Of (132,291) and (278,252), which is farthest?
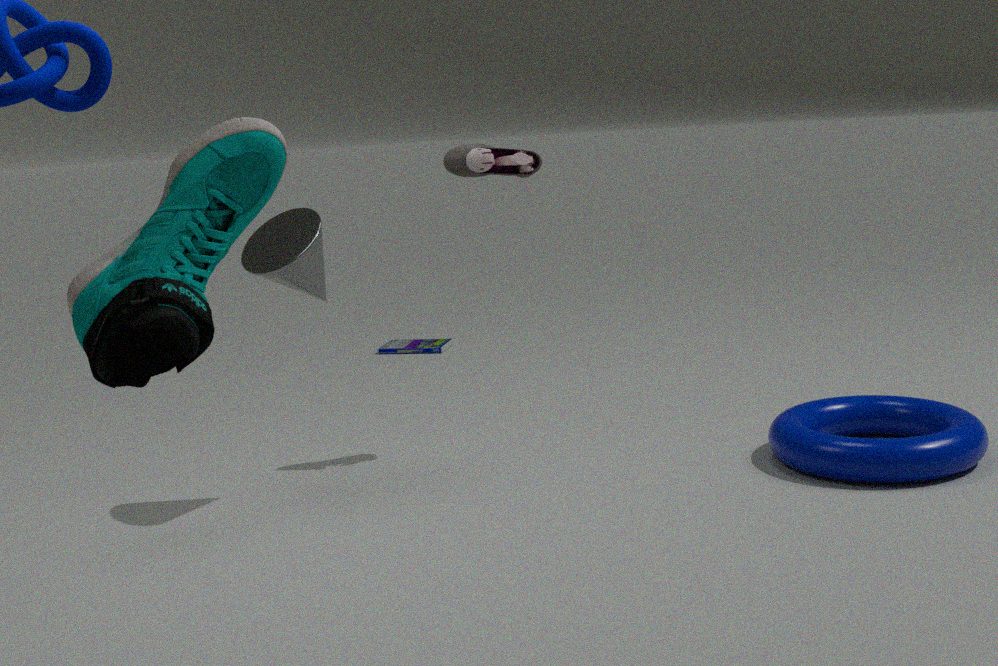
(278,252)
